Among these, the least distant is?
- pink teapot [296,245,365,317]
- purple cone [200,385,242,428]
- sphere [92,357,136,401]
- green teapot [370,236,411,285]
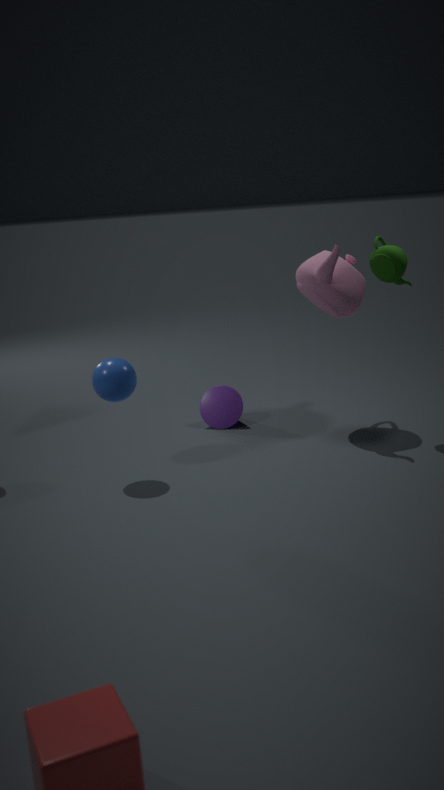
sphere [92,357,136,401]
